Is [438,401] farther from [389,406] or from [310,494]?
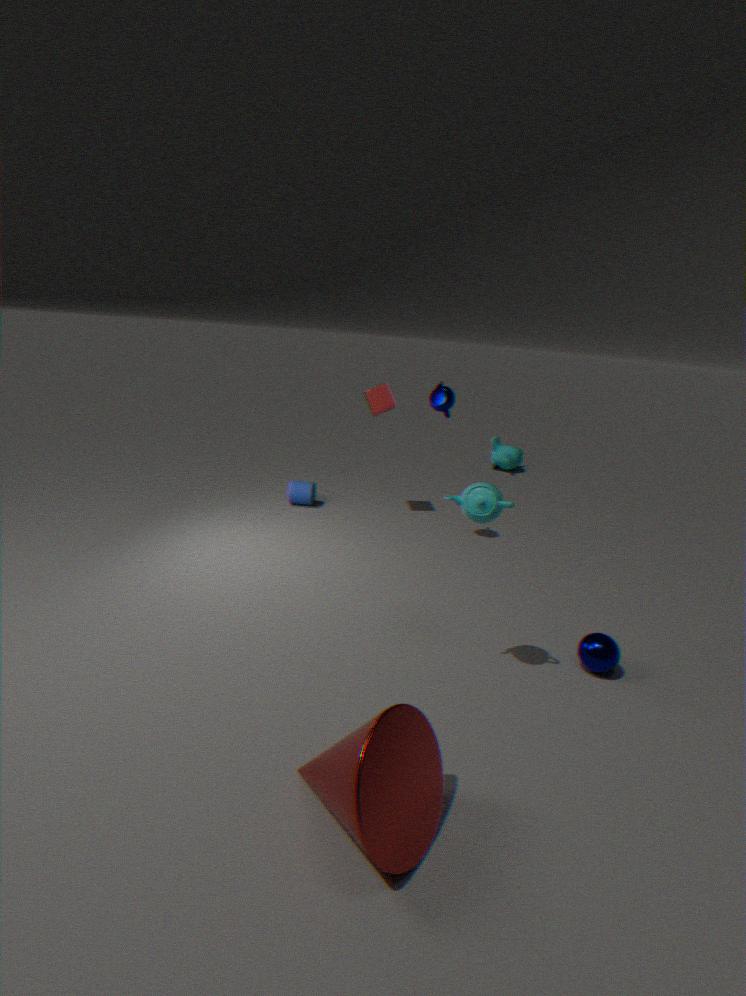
[310,494]
